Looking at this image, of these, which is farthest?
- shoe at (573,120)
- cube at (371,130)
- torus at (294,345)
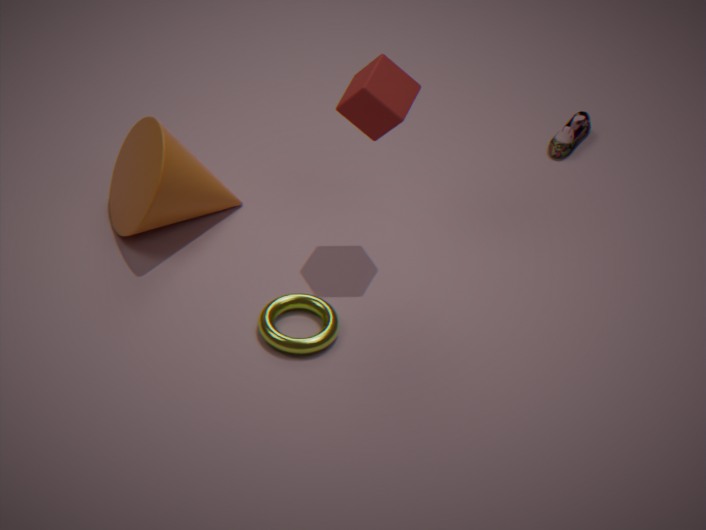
shoe at (573,120)
